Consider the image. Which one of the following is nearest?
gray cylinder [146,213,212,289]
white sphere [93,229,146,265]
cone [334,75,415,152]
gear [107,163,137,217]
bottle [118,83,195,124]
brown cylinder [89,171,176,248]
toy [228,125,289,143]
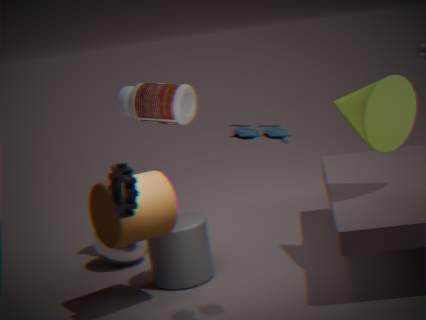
toy [228,125,289,143]
